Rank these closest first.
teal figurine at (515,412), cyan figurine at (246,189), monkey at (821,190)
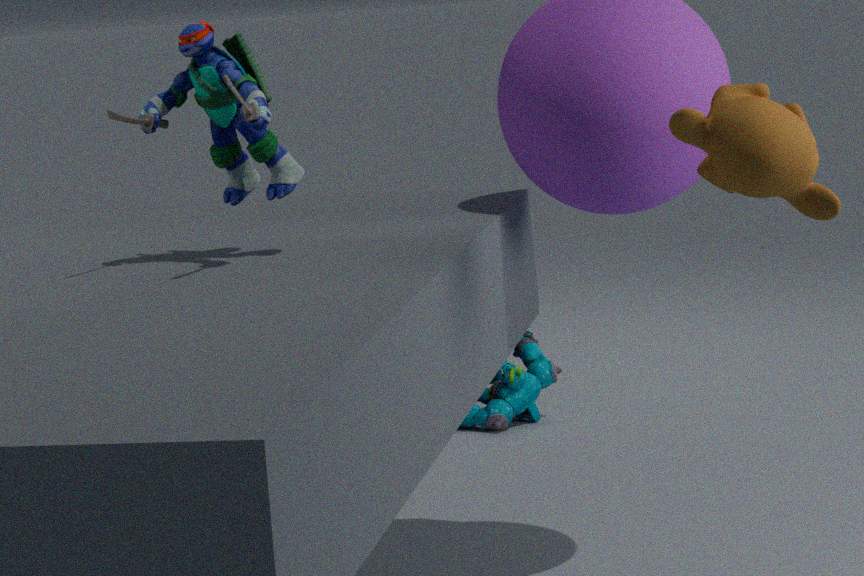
monkey at (821,190)
cyan figurine at (246,189)
teal figurine at (515,412)
